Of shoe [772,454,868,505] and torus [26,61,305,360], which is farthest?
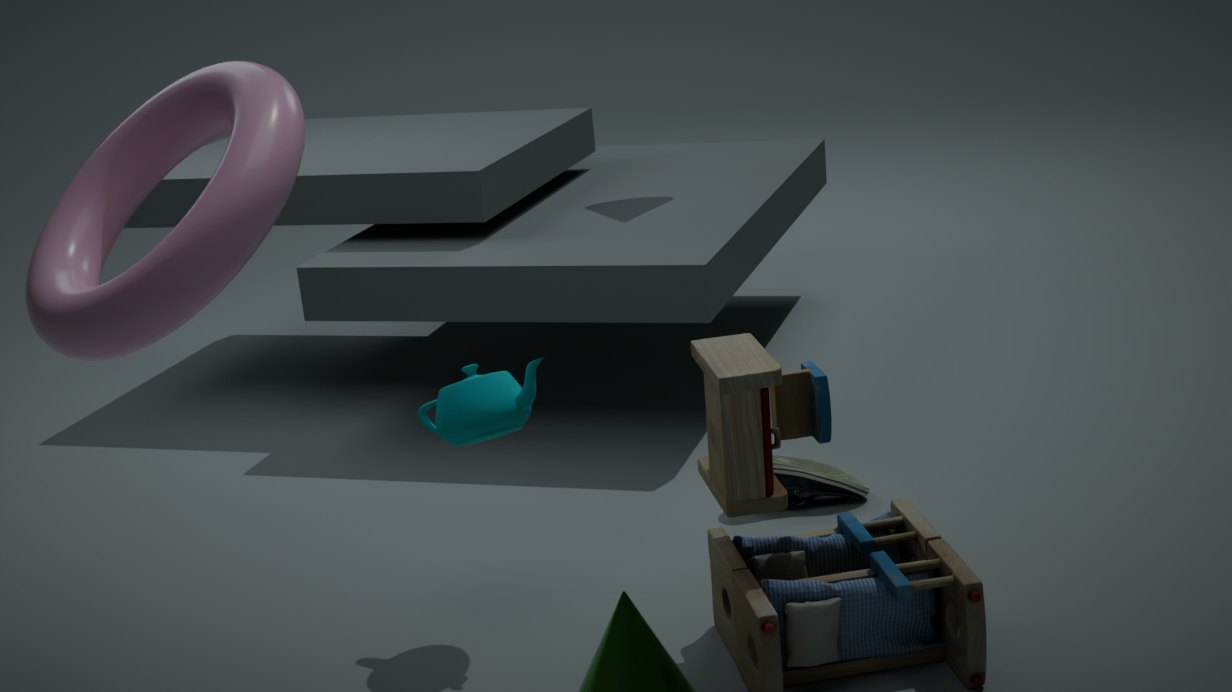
shoe [772,454,868,505]
